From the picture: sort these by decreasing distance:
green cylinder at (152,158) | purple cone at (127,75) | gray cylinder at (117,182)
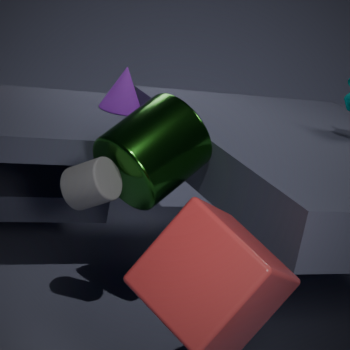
1. purple cone at (127,75)
2. green cylinder at (152,158)
3. gray cylinder at (117,182)
